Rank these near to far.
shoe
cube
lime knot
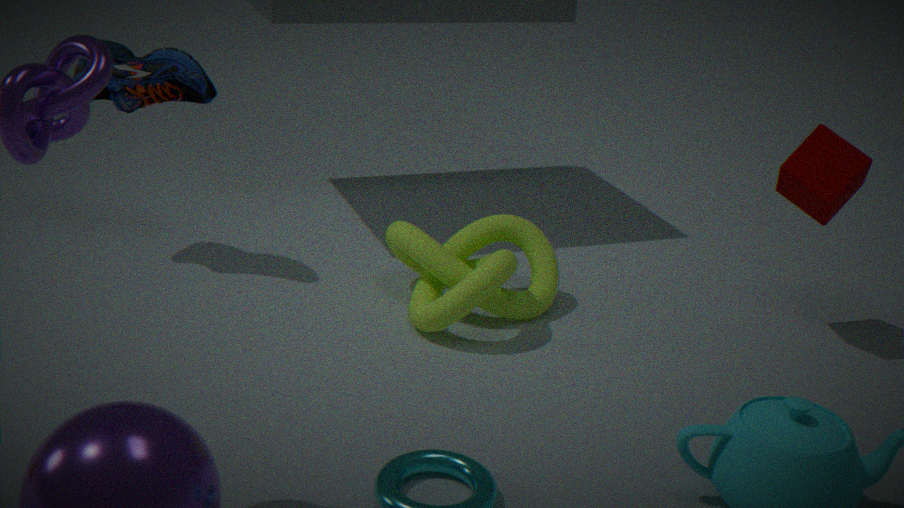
lime knot
cube
shoe
